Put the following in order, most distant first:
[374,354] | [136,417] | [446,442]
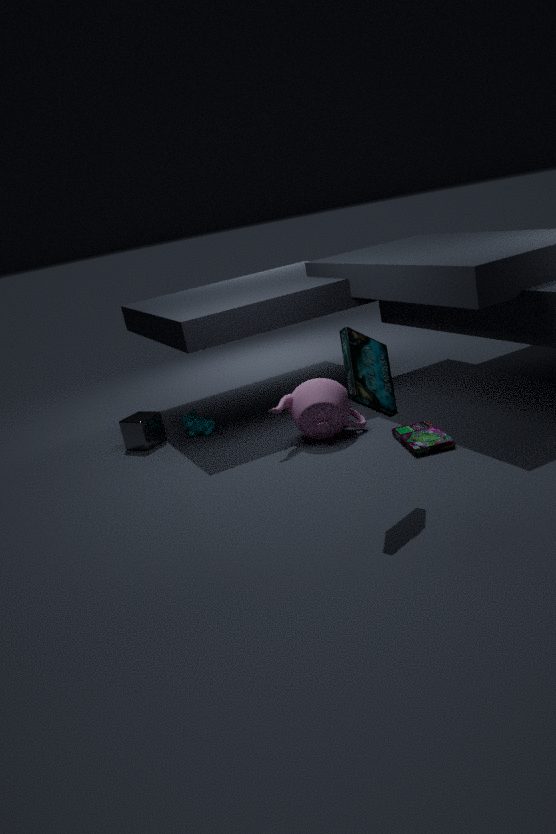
1. [136,417]
2. [446,442]
3. [374,354]
